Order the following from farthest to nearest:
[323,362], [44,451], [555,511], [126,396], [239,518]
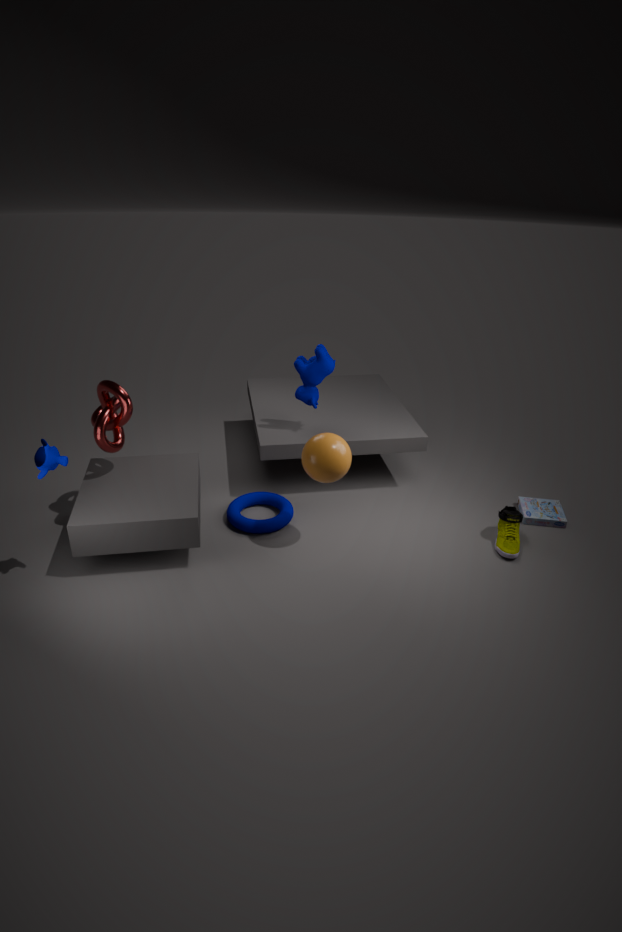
1. [555,511]
2. [323,362]
3. [239,518]
4. [126,396]
5. [44,451]
